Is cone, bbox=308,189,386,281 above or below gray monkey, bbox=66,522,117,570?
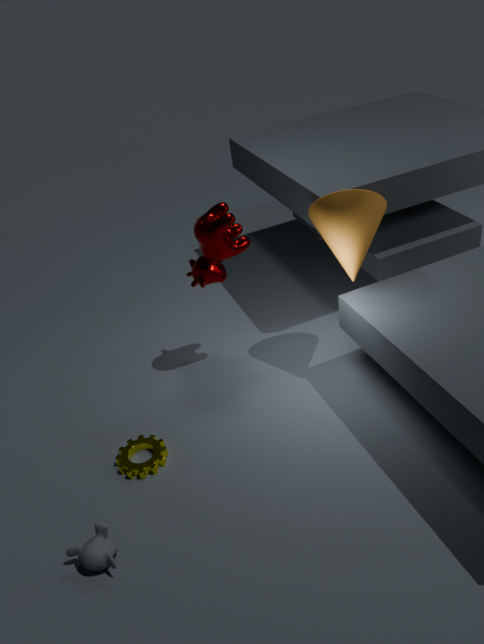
above
